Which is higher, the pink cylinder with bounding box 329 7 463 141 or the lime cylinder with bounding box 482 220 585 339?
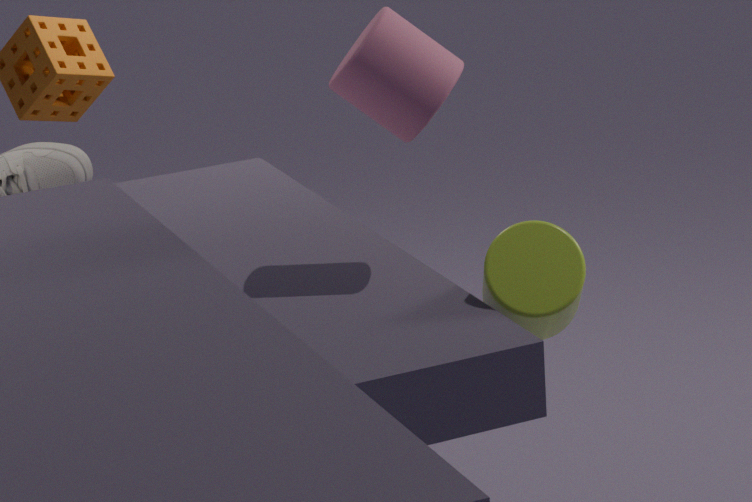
the pink cylinder with bounding box 329 7 463 141
